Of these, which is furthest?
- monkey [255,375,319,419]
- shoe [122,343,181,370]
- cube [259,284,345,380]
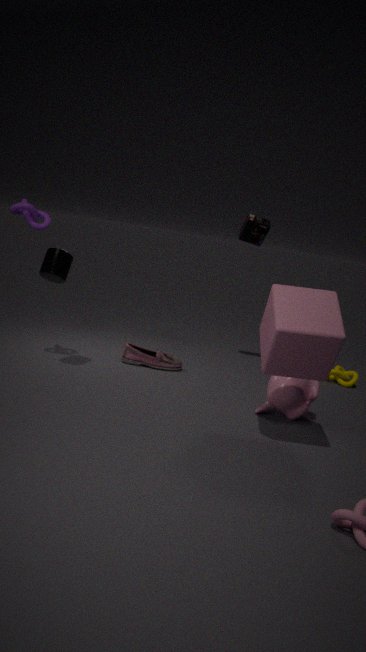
shoe [122,343,181,370]
